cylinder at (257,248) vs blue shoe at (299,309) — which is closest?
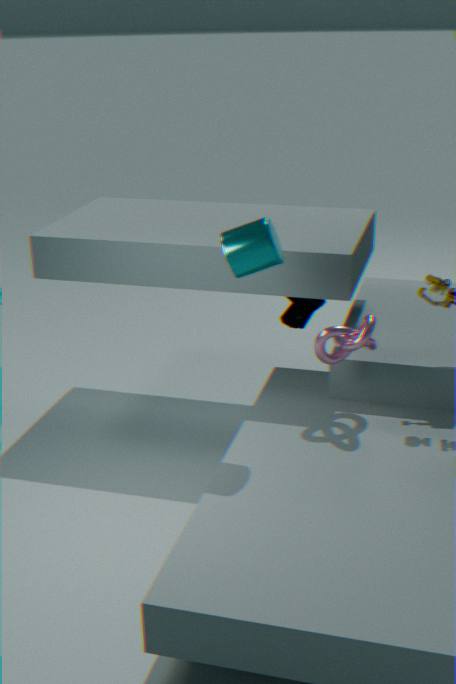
cylinder at (257,248)
